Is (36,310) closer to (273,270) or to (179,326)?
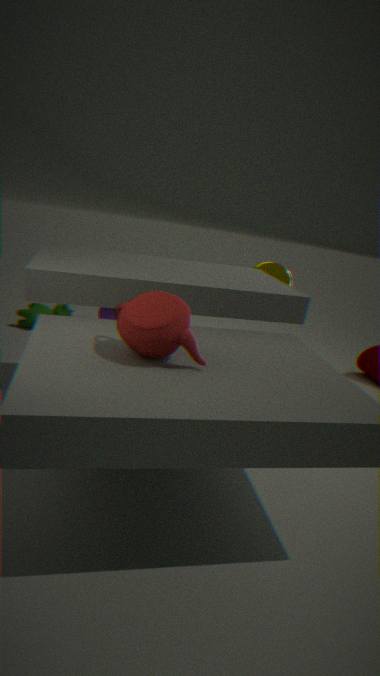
(273,270)
